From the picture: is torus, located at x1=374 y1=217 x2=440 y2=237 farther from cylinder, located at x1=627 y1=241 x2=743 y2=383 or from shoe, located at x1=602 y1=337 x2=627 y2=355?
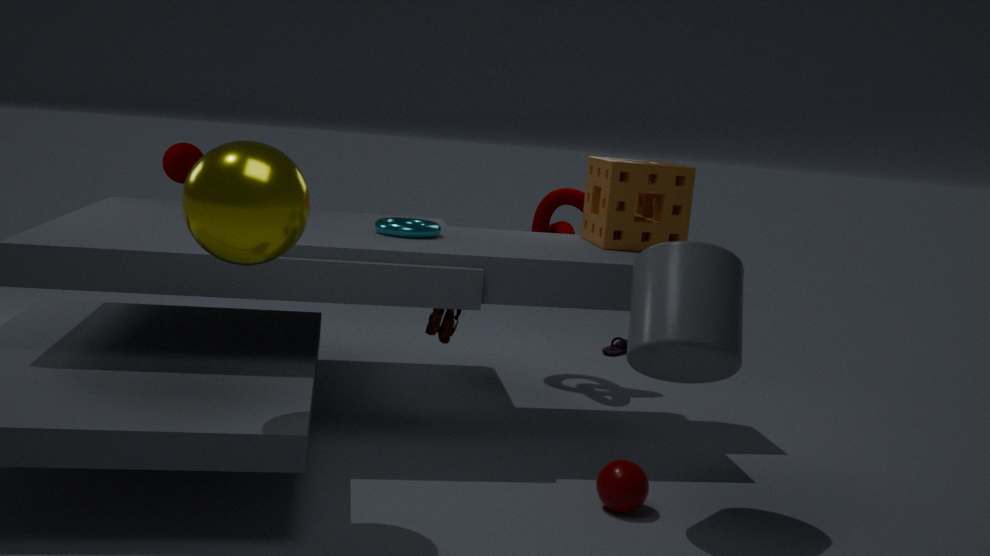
shoe, located at x1=602 y1=337 x2=627 y2=355
